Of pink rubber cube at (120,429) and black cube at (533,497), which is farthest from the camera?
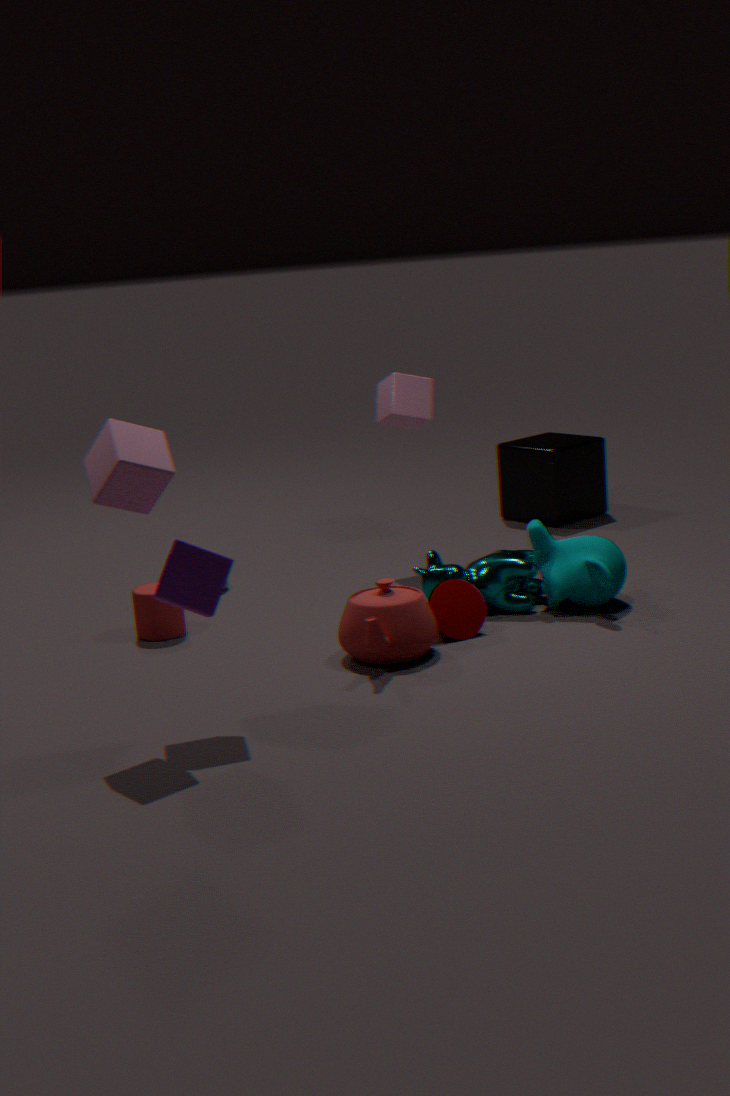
black cube at (533,497)
